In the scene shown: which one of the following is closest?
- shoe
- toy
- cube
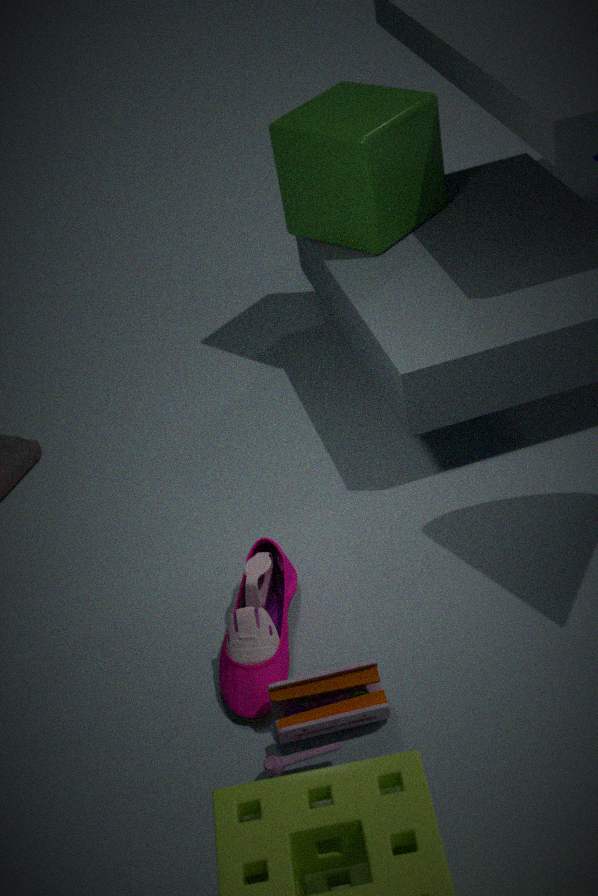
toy
